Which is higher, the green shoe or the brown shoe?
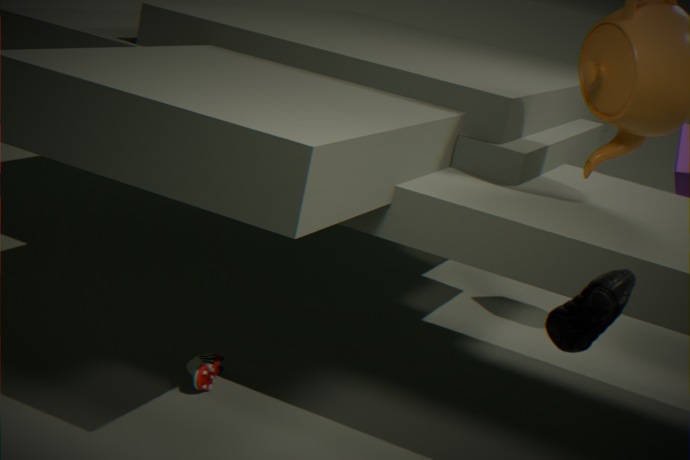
the green shoe
